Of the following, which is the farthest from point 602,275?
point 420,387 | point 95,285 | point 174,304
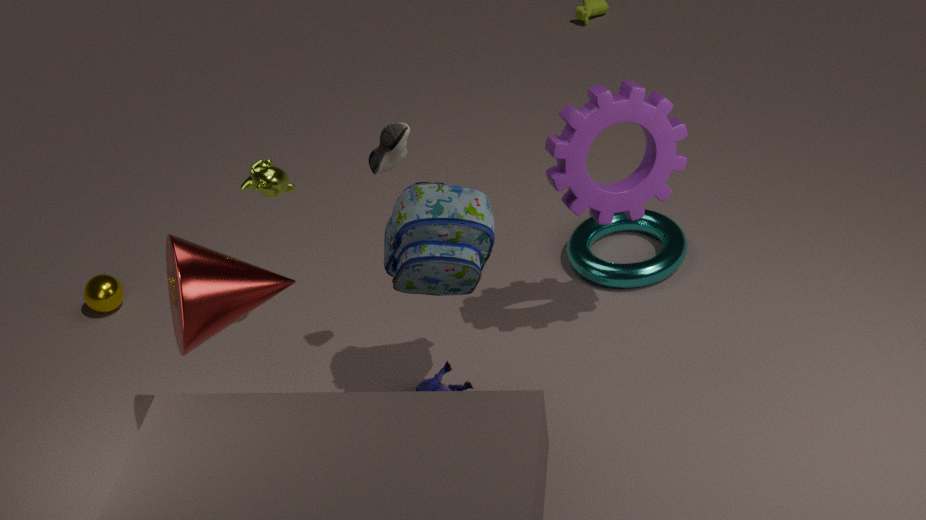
point 95,285
